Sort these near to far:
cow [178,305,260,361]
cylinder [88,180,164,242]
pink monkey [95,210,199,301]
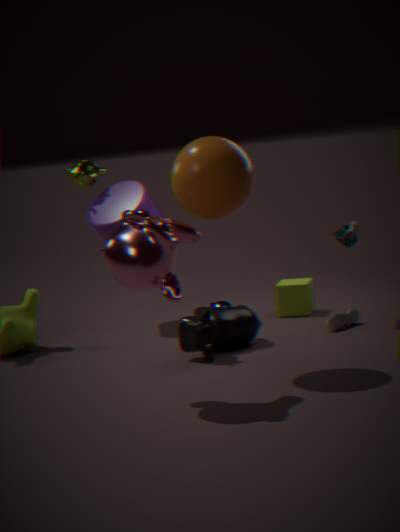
pink monkey [95,210,199,301], cow [178,305,260,361], cylinder [88,180,164,242]
